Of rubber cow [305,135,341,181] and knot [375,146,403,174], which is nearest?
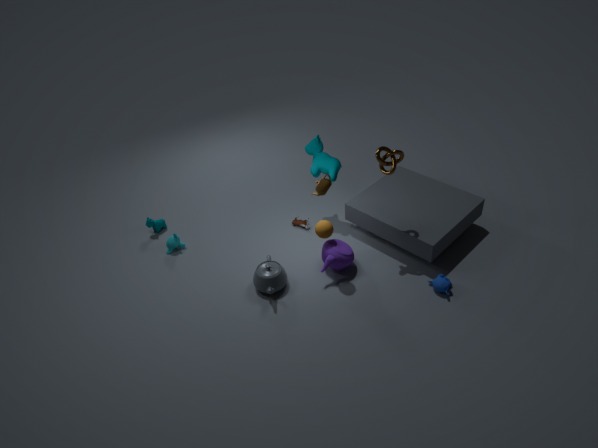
knot [375,146,403,174]
